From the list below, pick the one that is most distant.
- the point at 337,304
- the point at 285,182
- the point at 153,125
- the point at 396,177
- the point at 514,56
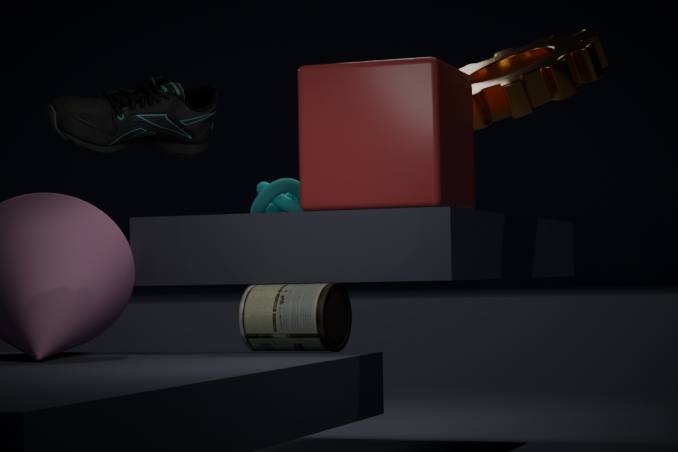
the point at 514,56
